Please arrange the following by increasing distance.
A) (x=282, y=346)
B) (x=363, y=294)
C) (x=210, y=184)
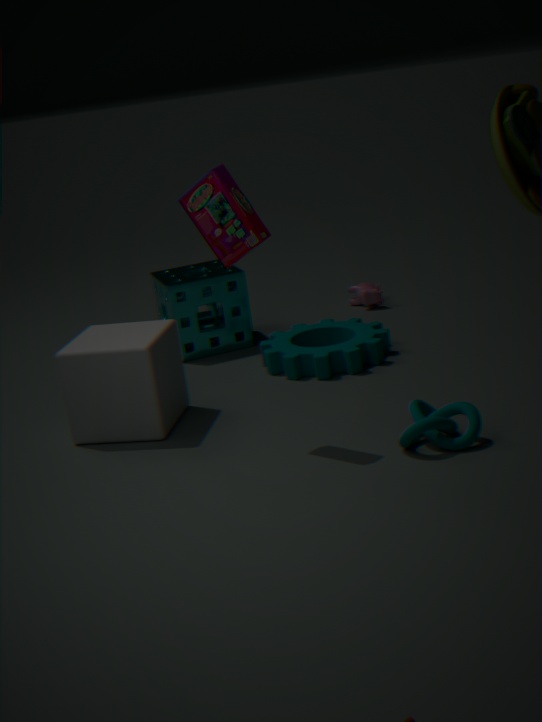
(x=210, y=184) < (x=282, y=346) < (x=363, y=294)
